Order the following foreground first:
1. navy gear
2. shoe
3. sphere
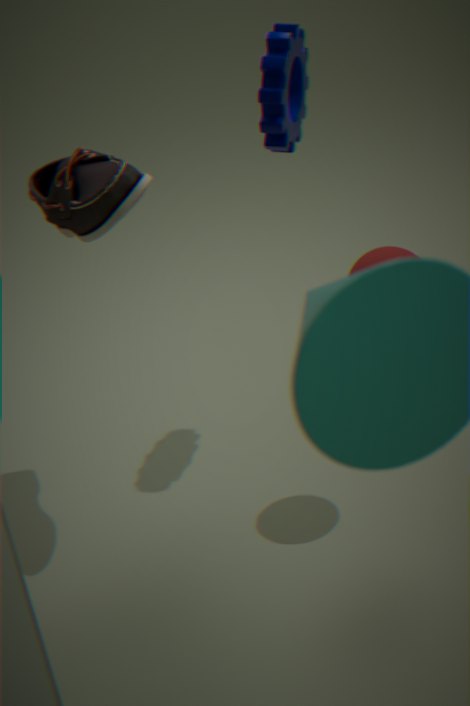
shoe
sphere
navy gear
